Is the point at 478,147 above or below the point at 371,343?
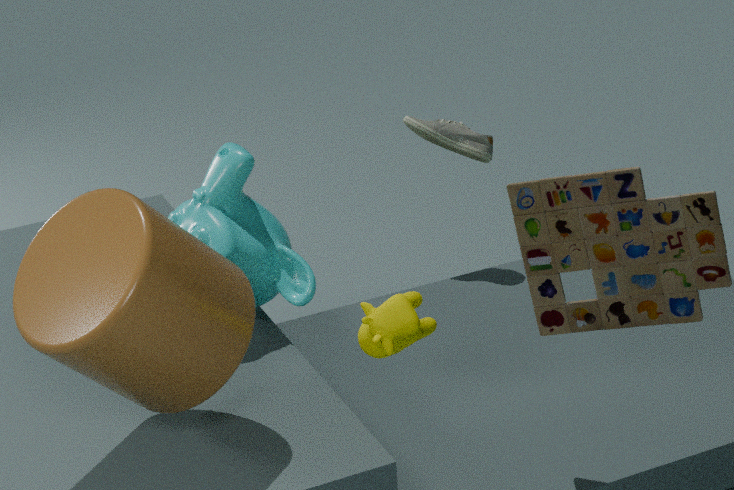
below
